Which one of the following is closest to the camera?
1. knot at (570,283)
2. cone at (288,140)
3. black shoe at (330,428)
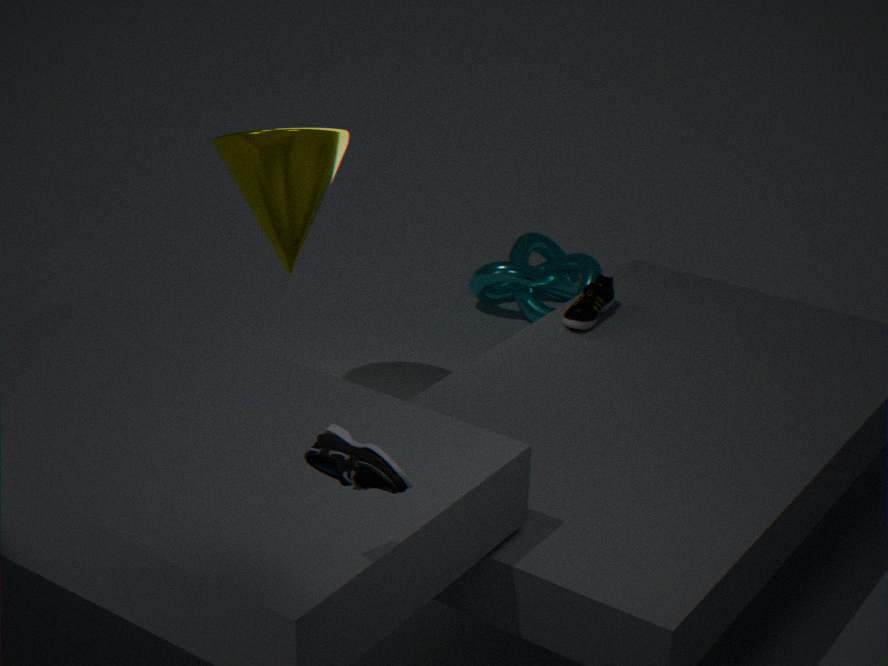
black shoe at (330,428)
